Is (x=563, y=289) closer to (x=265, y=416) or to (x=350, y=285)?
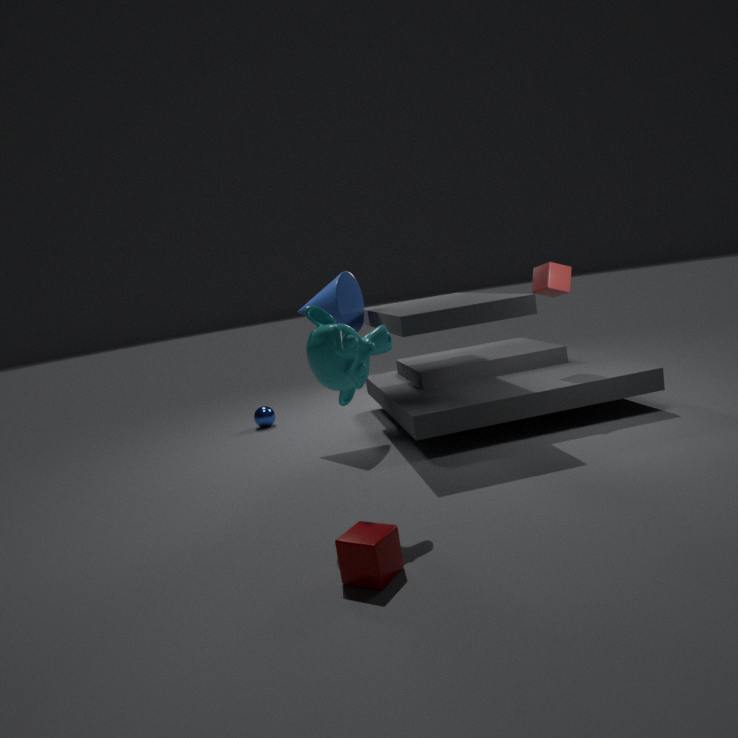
(x=350, y=285)
